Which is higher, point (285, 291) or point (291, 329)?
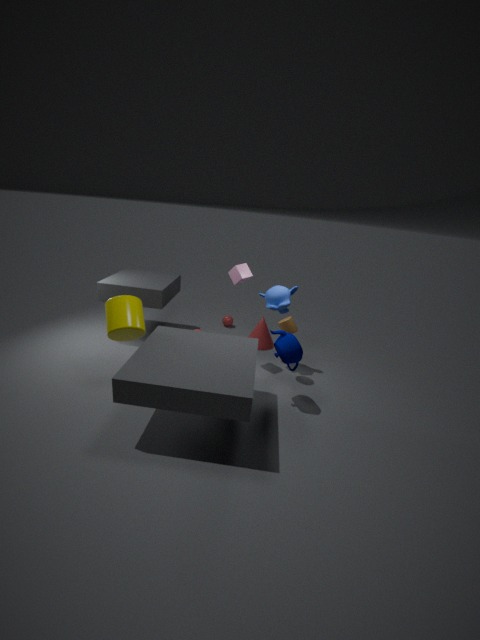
point (285, 291)
